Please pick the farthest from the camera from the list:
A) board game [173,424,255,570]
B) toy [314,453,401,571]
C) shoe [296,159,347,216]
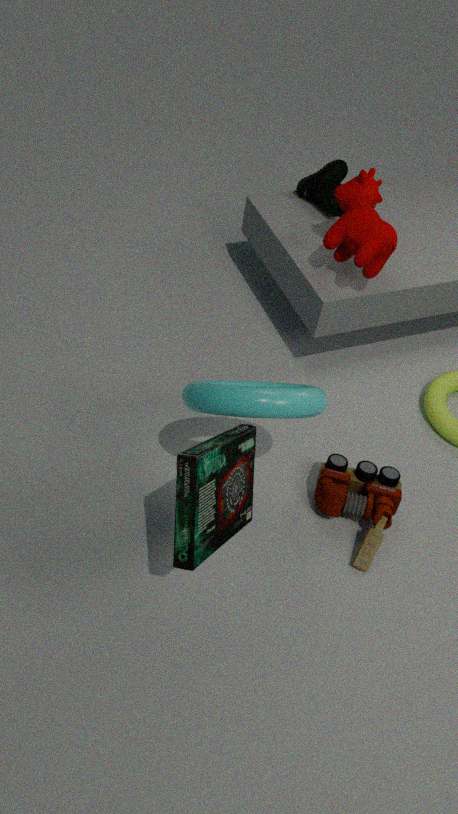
shoe [296,159,347,216]
